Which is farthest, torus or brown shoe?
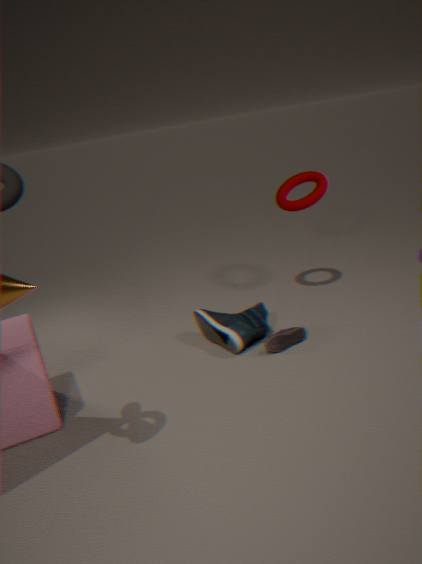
torus
